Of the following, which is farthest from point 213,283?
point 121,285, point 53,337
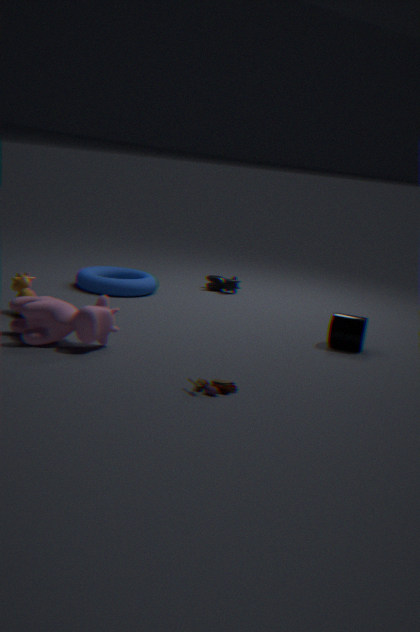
point 53,337
